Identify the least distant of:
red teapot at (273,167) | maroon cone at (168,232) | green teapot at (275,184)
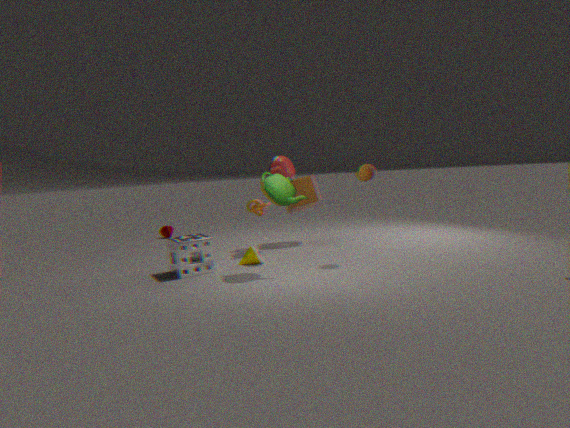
green teapot at (275,184)
